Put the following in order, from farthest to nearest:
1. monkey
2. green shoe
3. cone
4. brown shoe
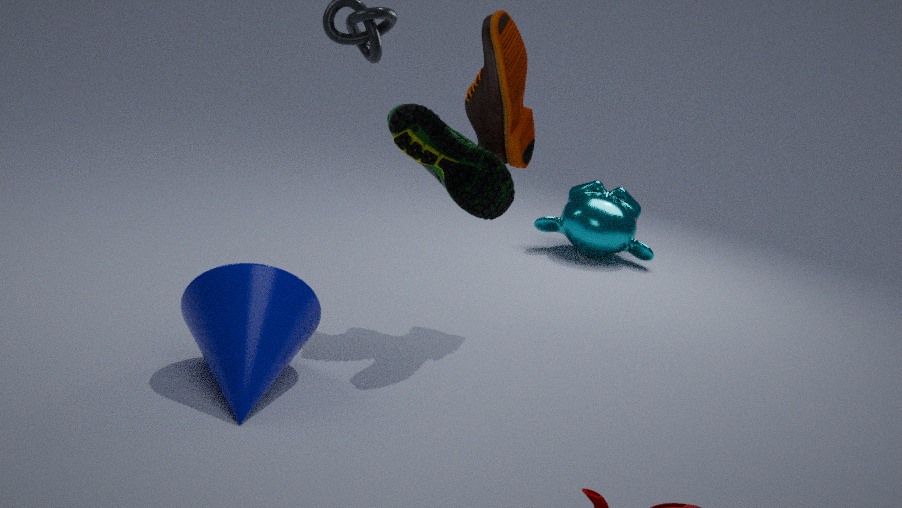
monkey < green shoe < brown shoe < cone
